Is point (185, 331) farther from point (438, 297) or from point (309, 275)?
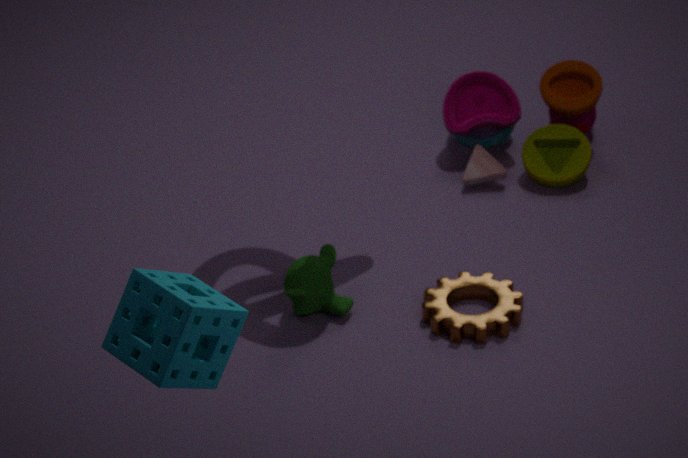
point (438, 297)
